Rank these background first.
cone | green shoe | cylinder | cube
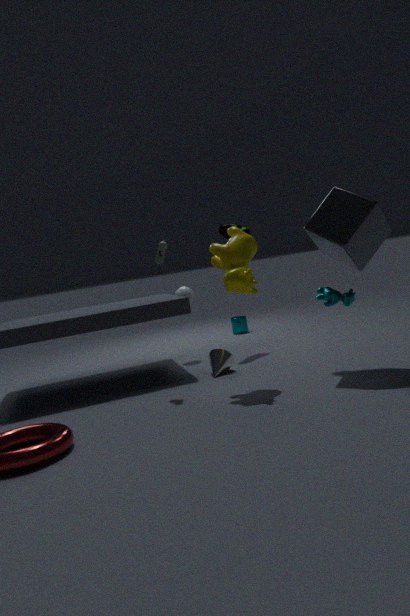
cylinder, green shoe, cone, cube
